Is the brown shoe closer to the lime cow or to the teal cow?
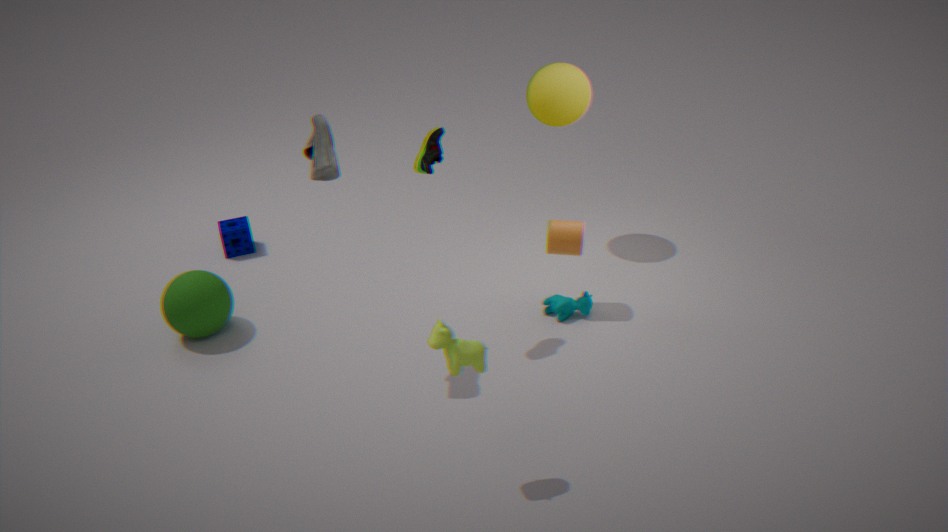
the lime cow
